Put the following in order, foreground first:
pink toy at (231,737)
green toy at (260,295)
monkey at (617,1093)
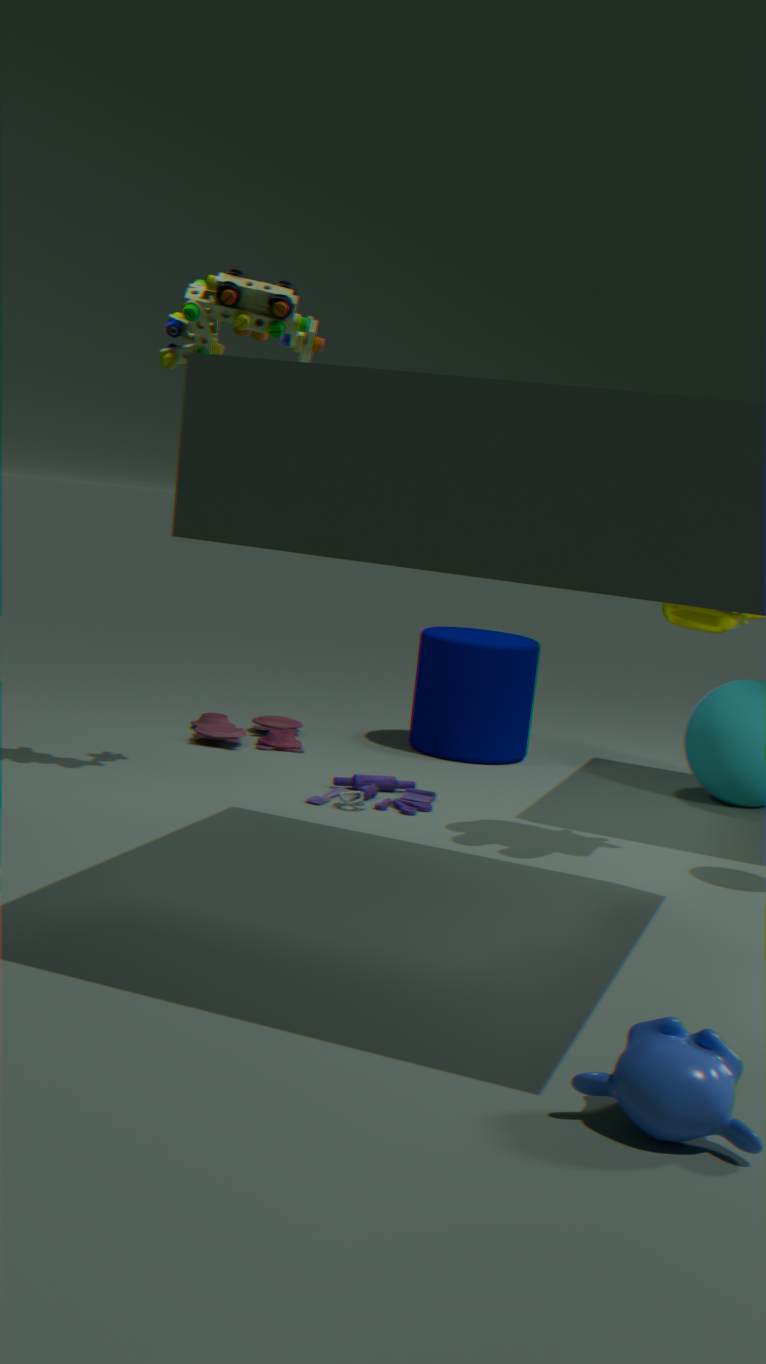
monkey at (617,1093)
green toy at (260,295)
pink toy at (231,737)
